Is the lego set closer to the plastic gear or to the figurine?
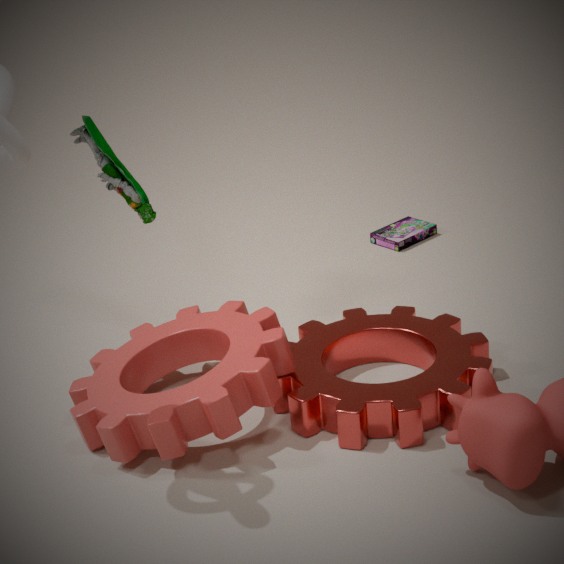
the plastic gear
